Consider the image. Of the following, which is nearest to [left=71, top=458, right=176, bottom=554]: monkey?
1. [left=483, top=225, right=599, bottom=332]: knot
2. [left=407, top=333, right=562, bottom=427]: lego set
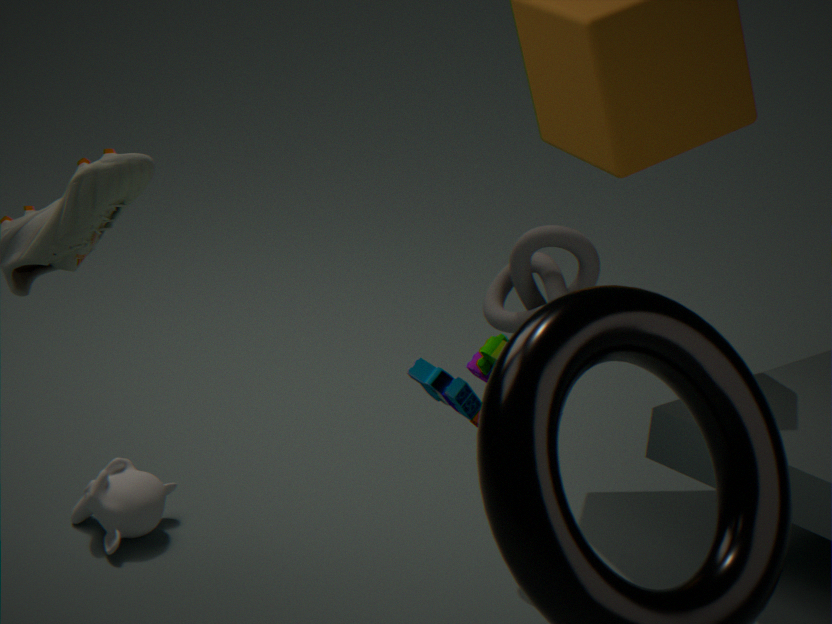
[left=483, top=225, right=599, bottom=332]: knot
